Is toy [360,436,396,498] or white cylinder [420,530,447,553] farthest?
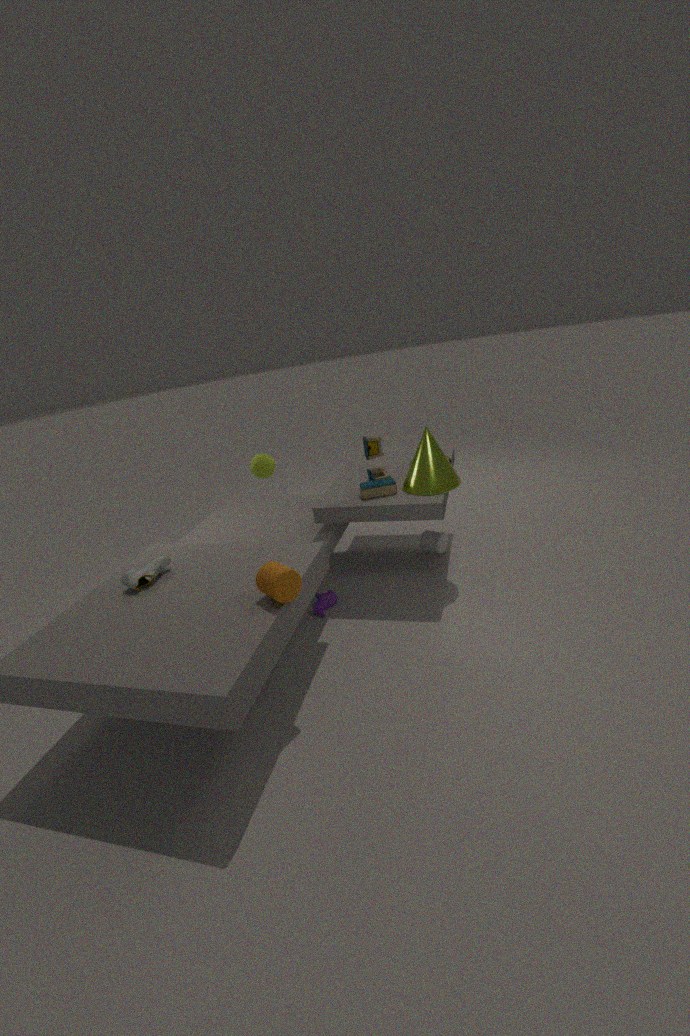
white cylinder [420,530,447,553]
